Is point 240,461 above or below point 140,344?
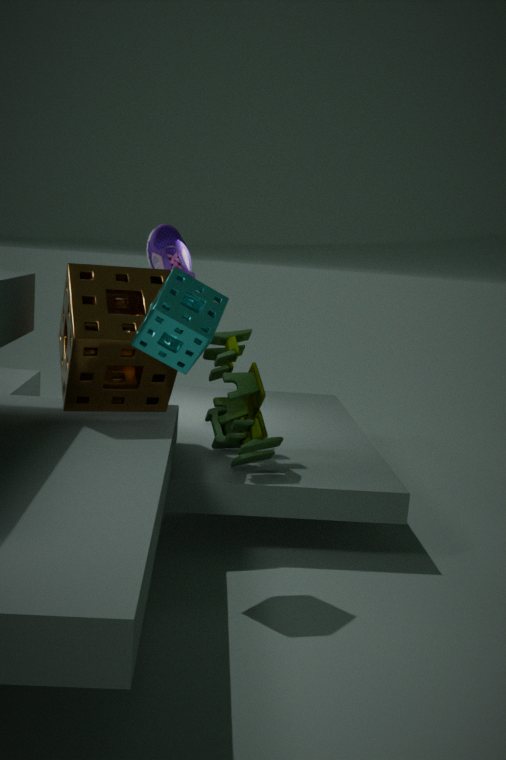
below
